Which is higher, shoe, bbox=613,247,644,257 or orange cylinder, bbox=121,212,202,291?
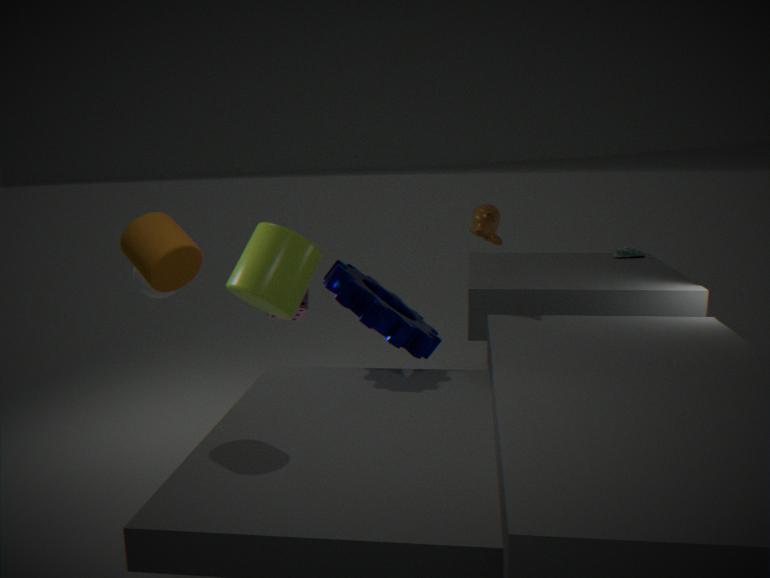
orange cylinder, bbox=121,212,202,291
